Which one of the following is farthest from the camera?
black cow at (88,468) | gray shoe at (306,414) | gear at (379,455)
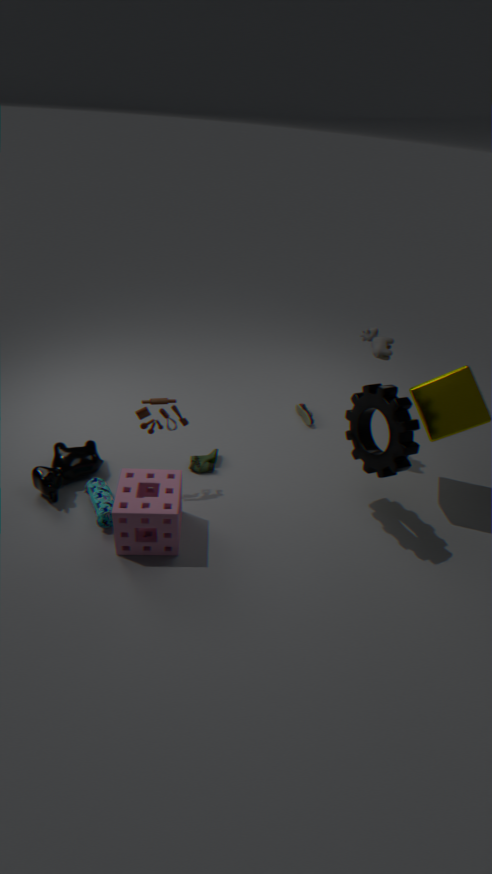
gray shoe at (306,414)
